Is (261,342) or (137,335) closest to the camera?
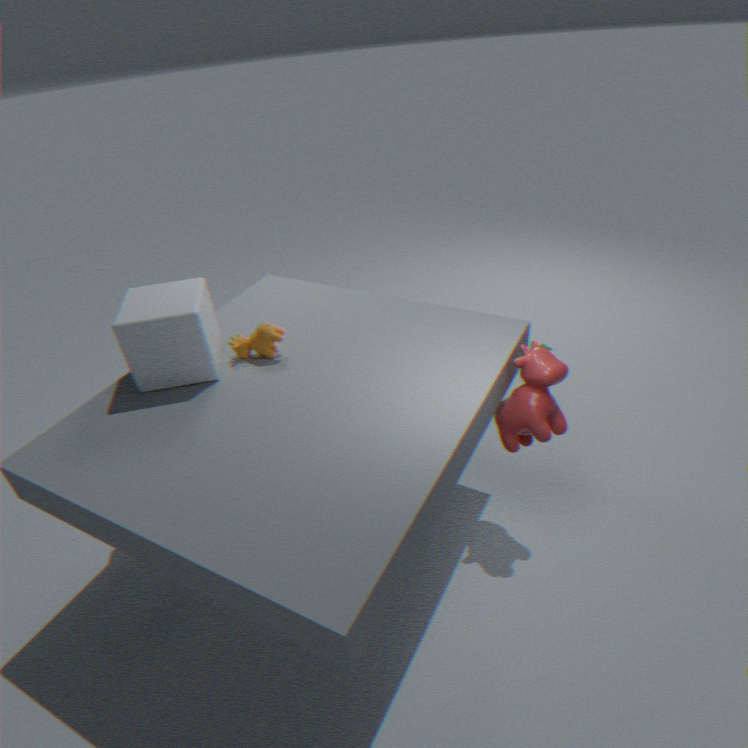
(137,335)
